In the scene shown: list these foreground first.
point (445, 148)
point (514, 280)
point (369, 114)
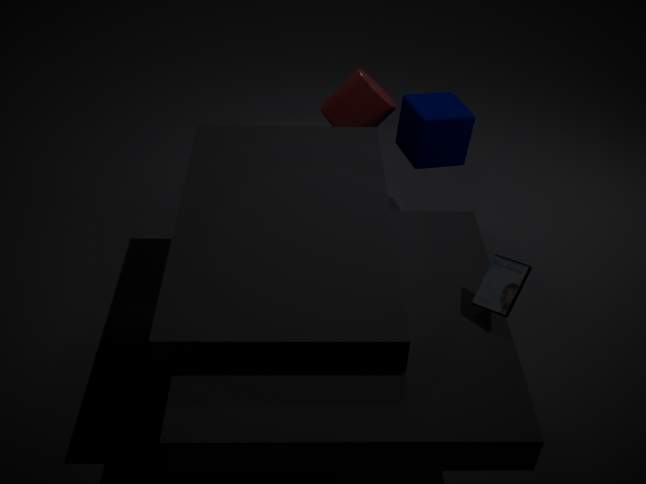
point (514, 280) < point (369, 114) < point (445, 148)
